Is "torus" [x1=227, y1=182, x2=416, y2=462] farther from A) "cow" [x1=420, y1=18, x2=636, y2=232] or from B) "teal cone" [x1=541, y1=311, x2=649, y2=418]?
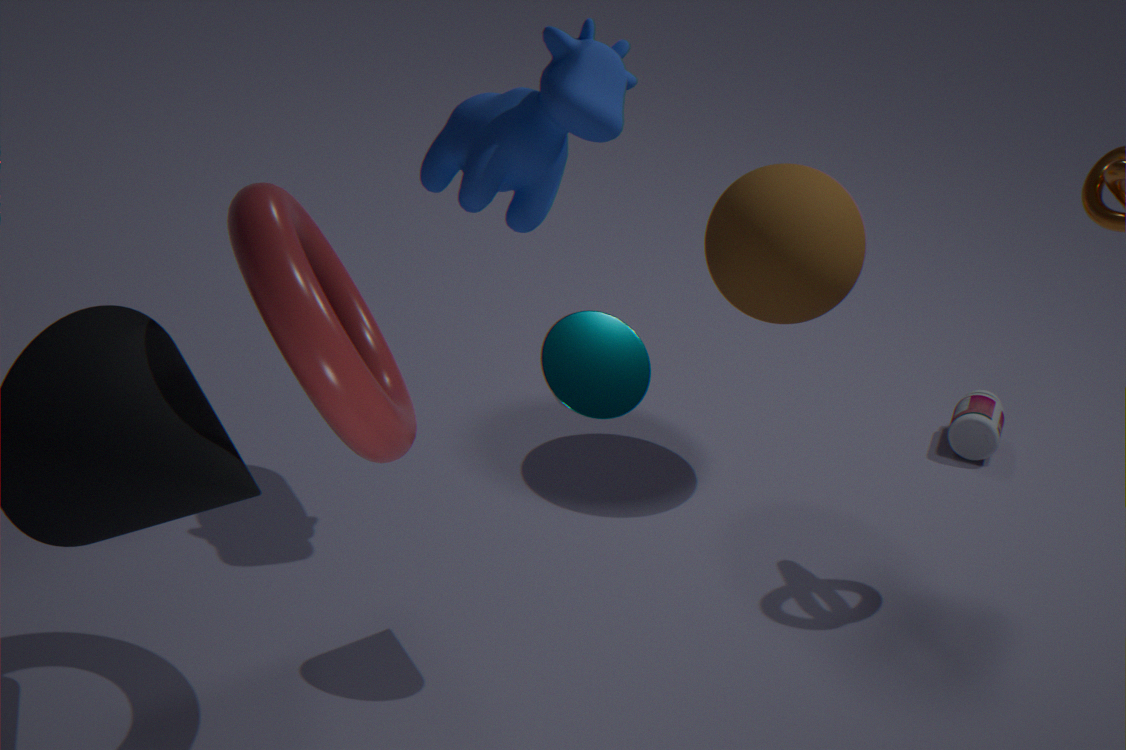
A) "cow" [x1=420, y1=18, x2=636, y2=232]
